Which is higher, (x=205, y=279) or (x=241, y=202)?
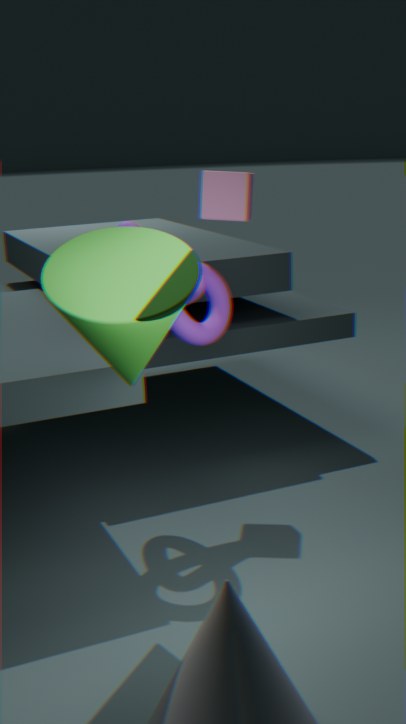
(x=241, y=202)
